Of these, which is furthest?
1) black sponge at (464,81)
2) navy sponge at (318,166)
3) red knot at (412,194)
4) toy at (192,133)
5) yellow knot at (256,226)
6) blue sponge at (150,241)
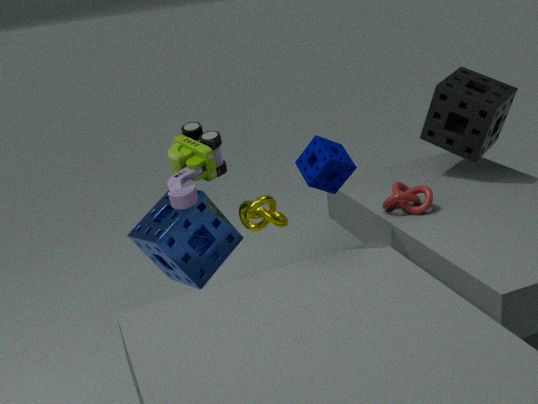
1. black sponge at (464,81)
